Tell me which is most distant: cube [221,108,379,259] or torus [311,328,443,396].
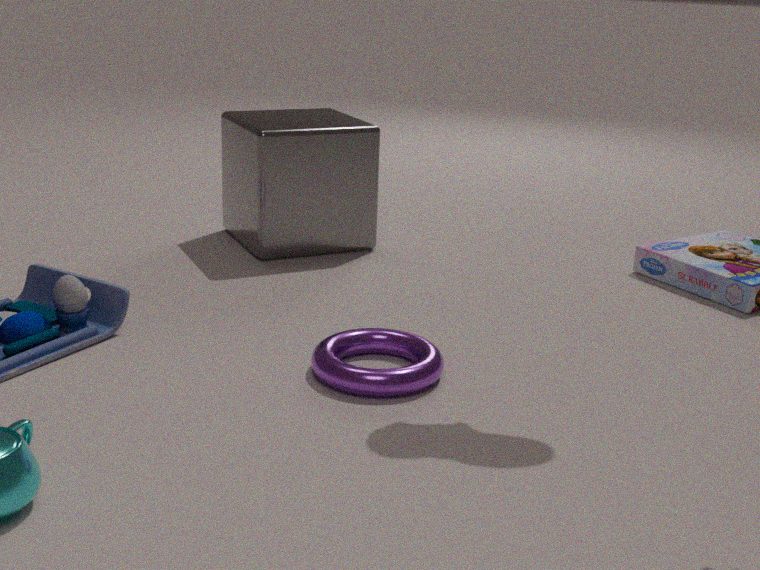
cube [221,108,379,259]
